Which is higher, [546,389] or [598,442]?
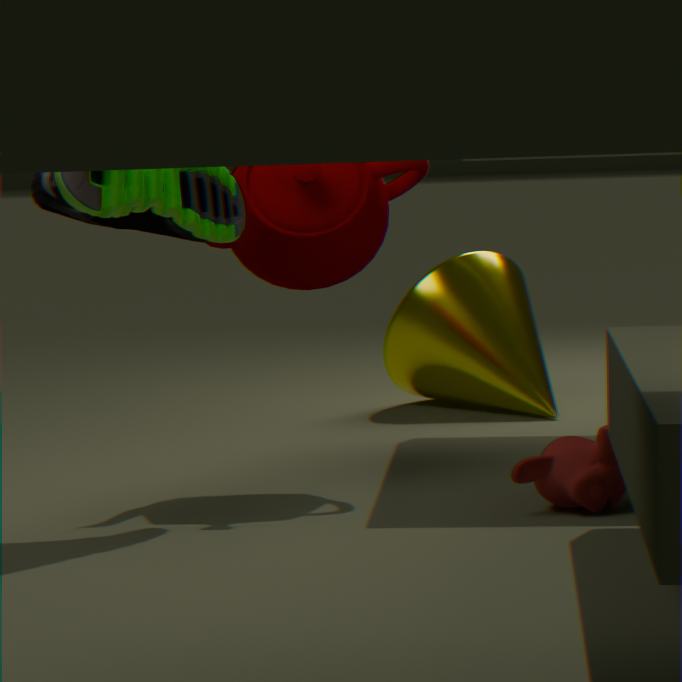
[546,389]
